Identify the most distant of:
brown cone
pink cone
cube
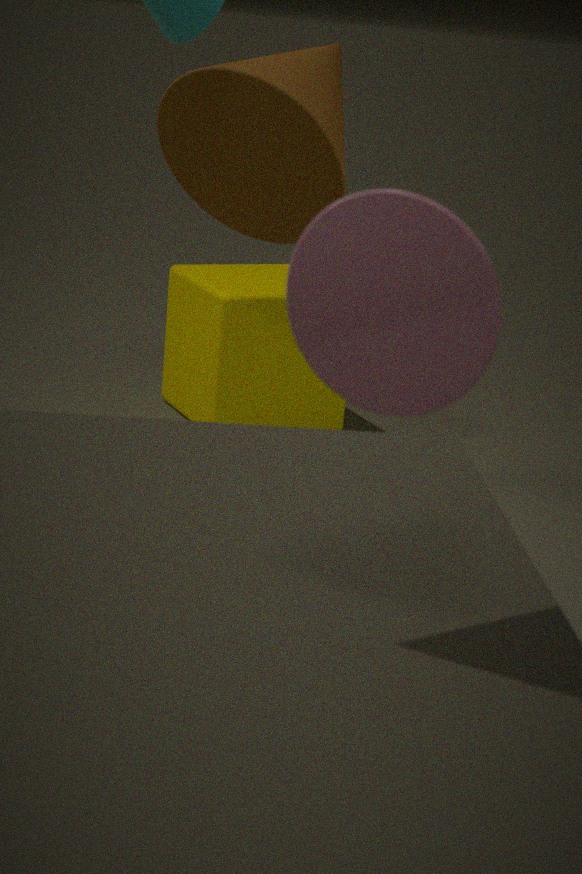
cube
